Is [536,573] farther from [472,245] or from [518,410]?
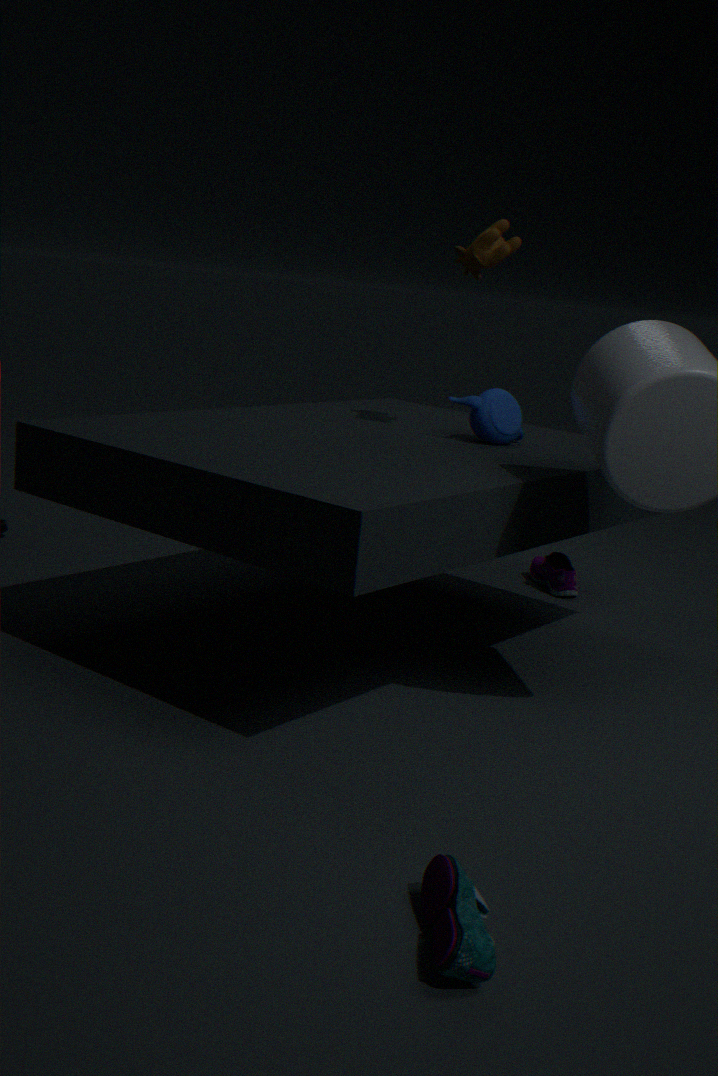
[472,245]
